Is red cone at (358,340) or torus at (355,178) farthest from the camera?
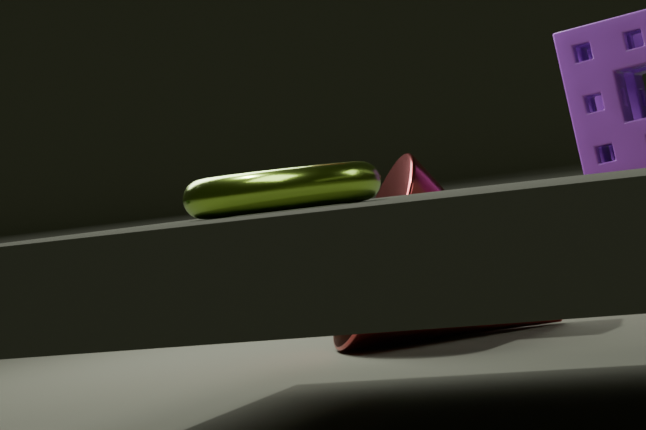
red cone at (358,340)
